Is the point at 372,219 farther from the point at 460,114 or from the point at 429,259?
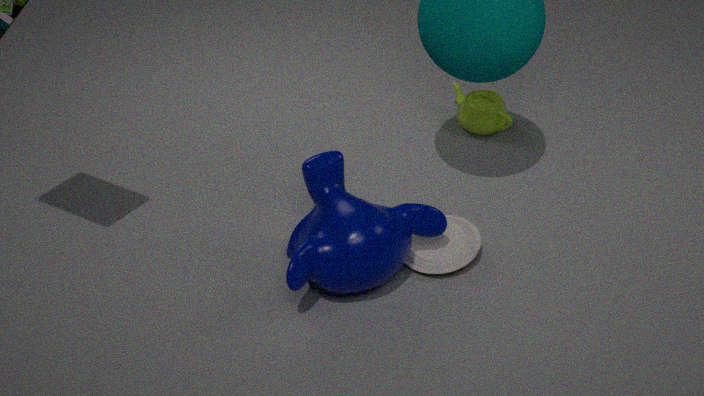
the point at 460,114
